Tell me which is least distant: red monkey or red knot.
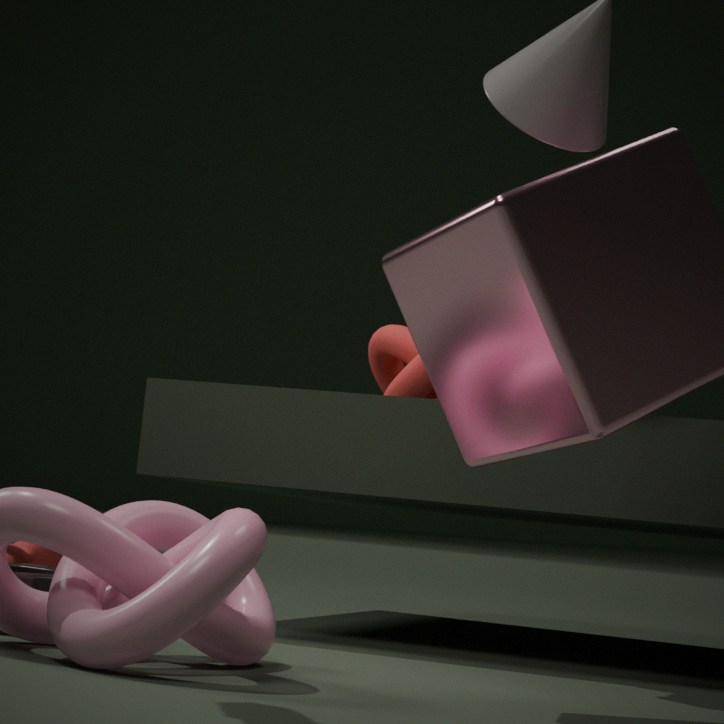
red monkey
